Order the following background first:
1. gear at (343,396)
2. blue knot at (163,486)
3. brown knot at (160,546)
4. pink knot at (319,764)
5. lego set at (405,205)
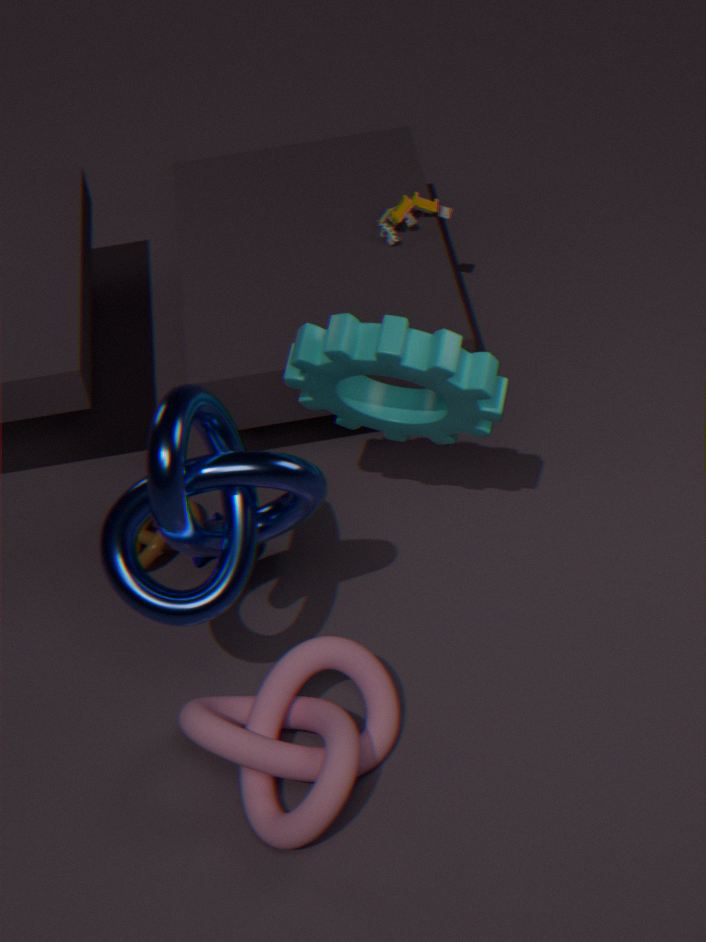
lego set at (405,205) → brown knot at (160,546) → gear at (343,396) → pink knot at (319,764) → blue knot at (163,486)
